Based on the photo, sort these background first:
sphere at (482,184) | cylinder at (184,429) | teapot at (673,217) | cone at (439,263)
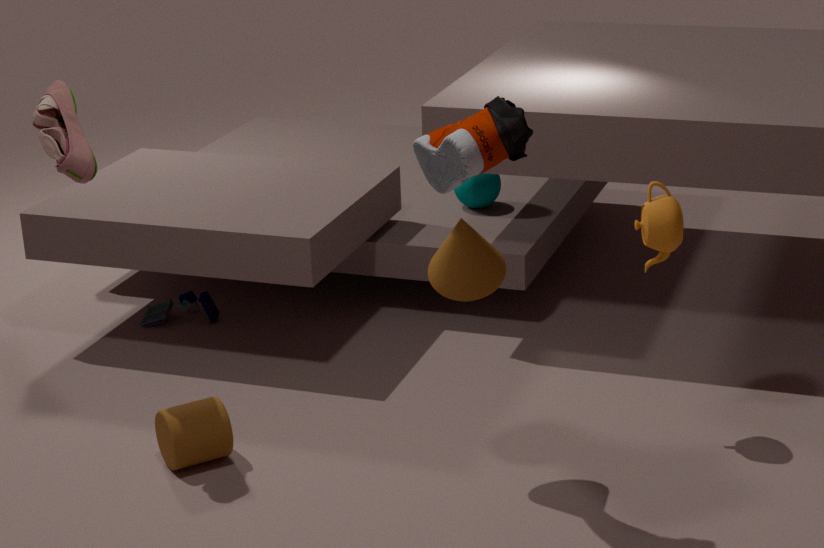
sphere at (482,184) → cylinder at (184,429) → teapot at (673,217) → cone at (439,263)
